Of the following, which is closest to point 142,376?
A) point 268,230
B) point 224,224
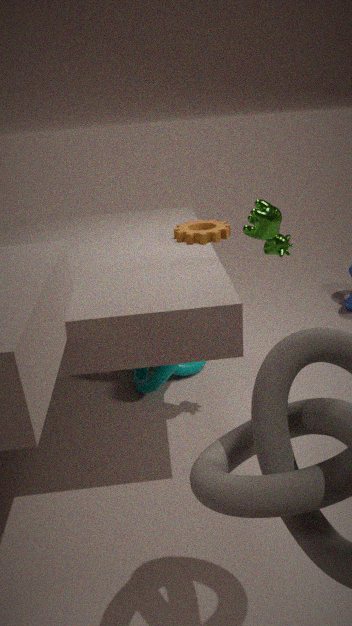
point 224,224
